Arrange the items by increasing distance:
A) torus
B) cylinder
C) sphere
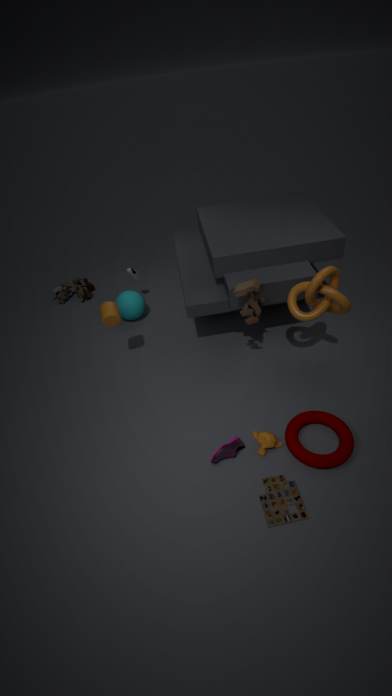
torus
cylinder
sphere
